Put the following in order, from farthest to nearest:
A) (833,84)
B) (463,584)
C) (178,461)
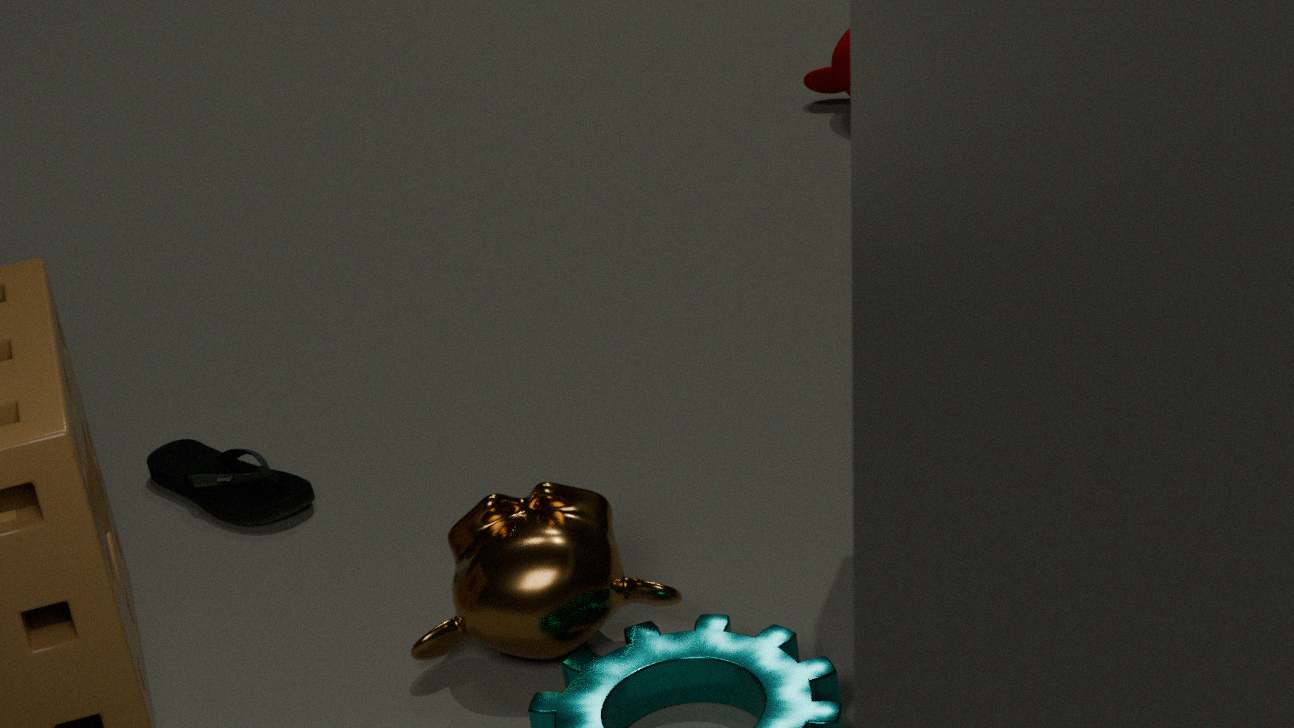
(833,84) < (178,461) < (463,584)
